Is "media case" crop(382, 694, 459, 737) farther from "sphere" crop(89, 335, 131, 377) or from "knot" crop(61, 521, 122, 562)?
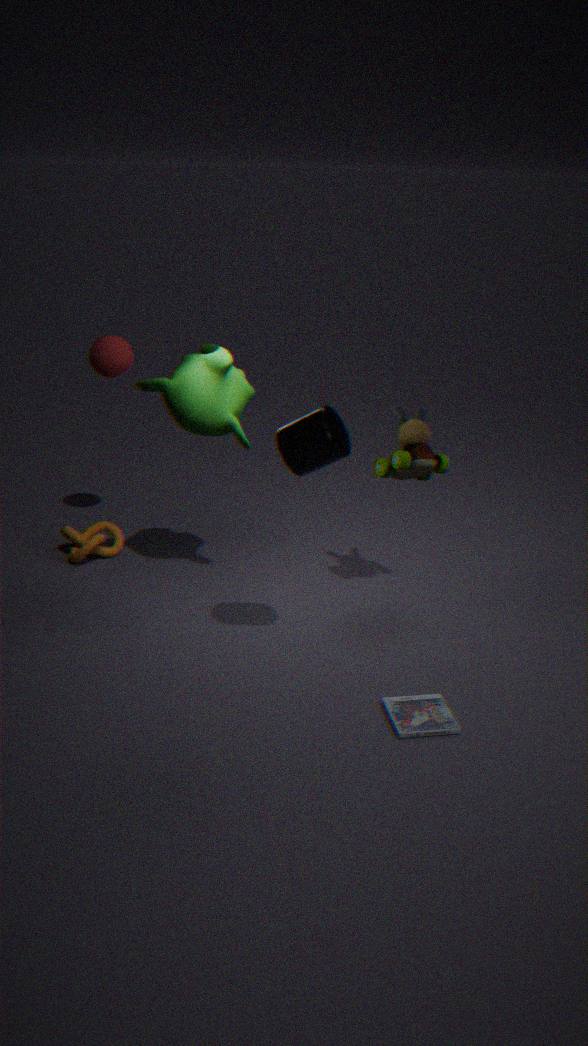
"sphere" crop(89, 335, 131, 377)
